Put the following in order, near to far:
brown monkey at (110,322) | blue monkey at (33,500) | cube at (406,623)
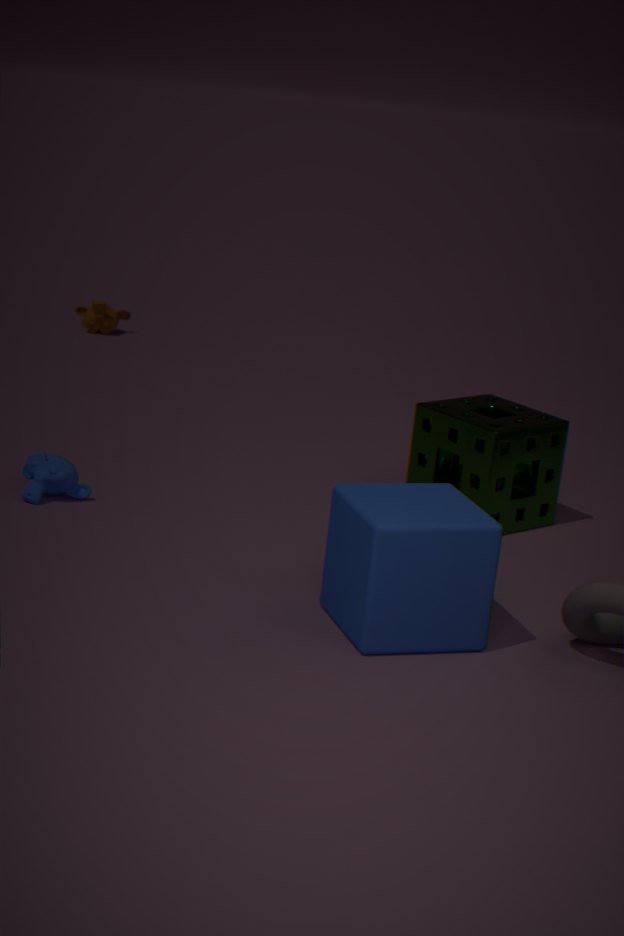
cube at (406,623) < blue monkey at (33,500) < brown monkey at (110,322)
